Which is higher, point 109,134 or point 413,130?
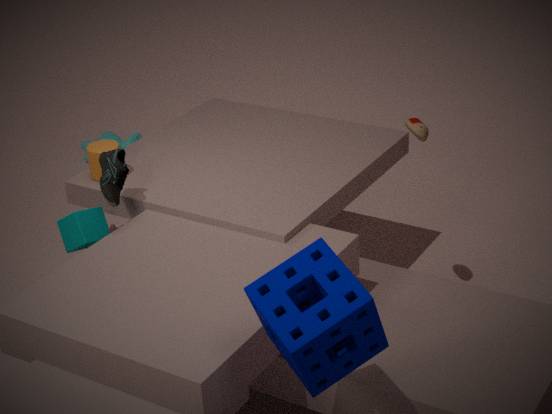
point 413,130
